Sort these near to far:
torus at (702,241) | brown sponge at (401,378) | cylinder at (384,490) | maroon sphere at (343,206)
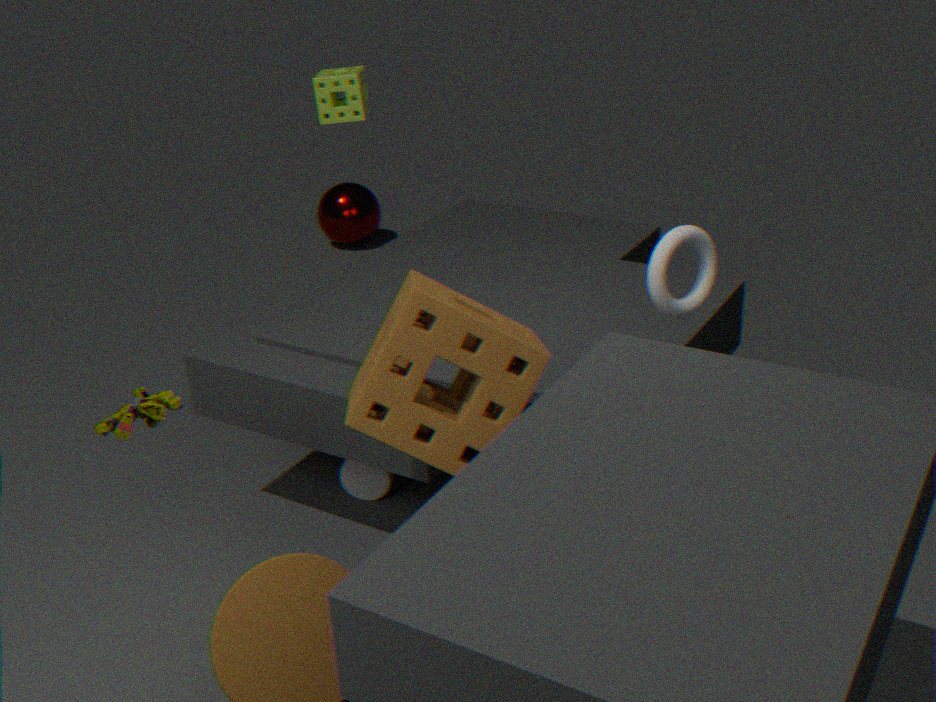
brown sponge at (401,378), torus at (702,241), cylinder at (384,490), maroon sphere at (343,206)
